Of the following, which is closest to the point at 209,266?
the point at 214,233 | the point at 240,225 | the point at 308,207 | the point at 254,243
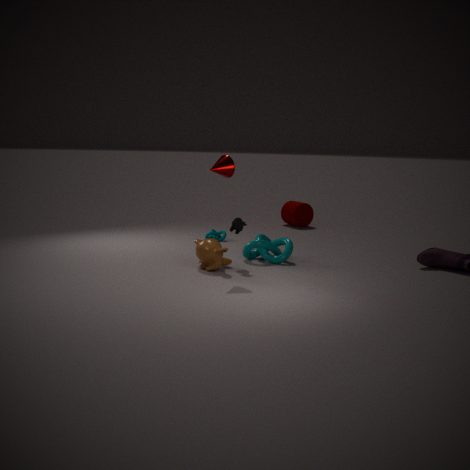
the point at 240,225
